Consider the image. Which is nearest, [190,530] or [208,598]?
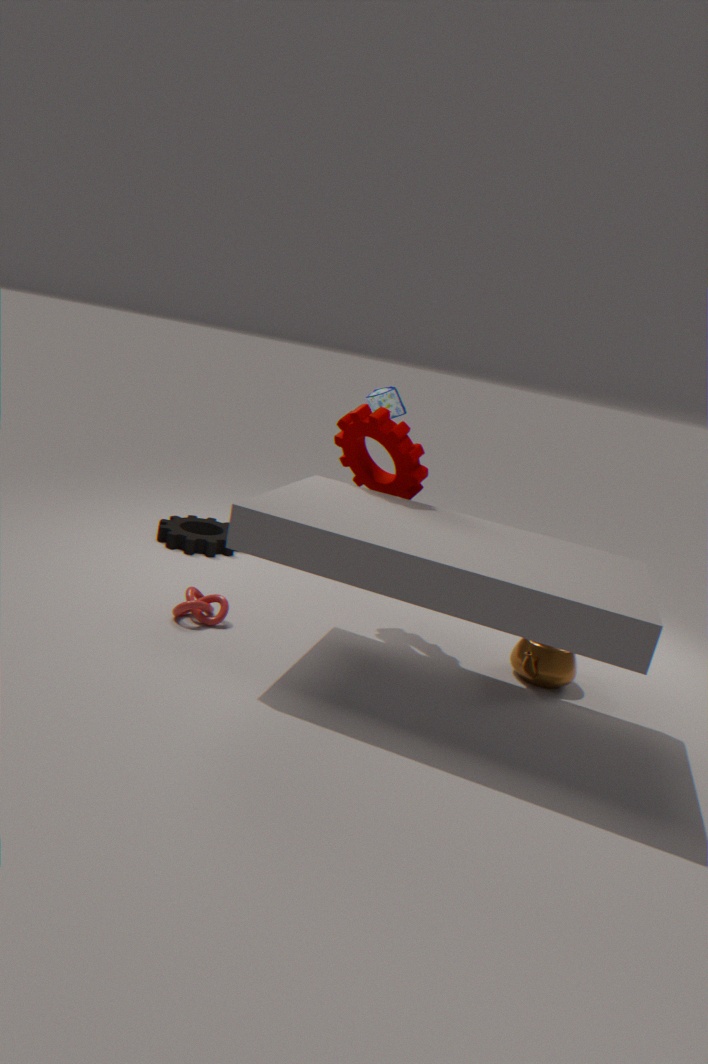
[208,598]
